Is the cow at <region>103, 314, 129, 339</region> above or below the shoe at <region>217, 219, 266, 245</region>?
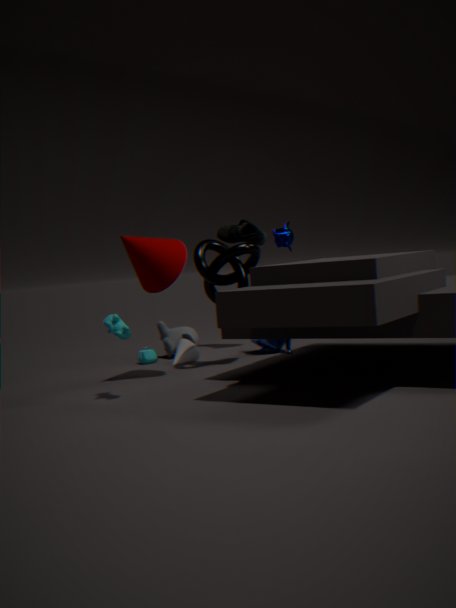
below
